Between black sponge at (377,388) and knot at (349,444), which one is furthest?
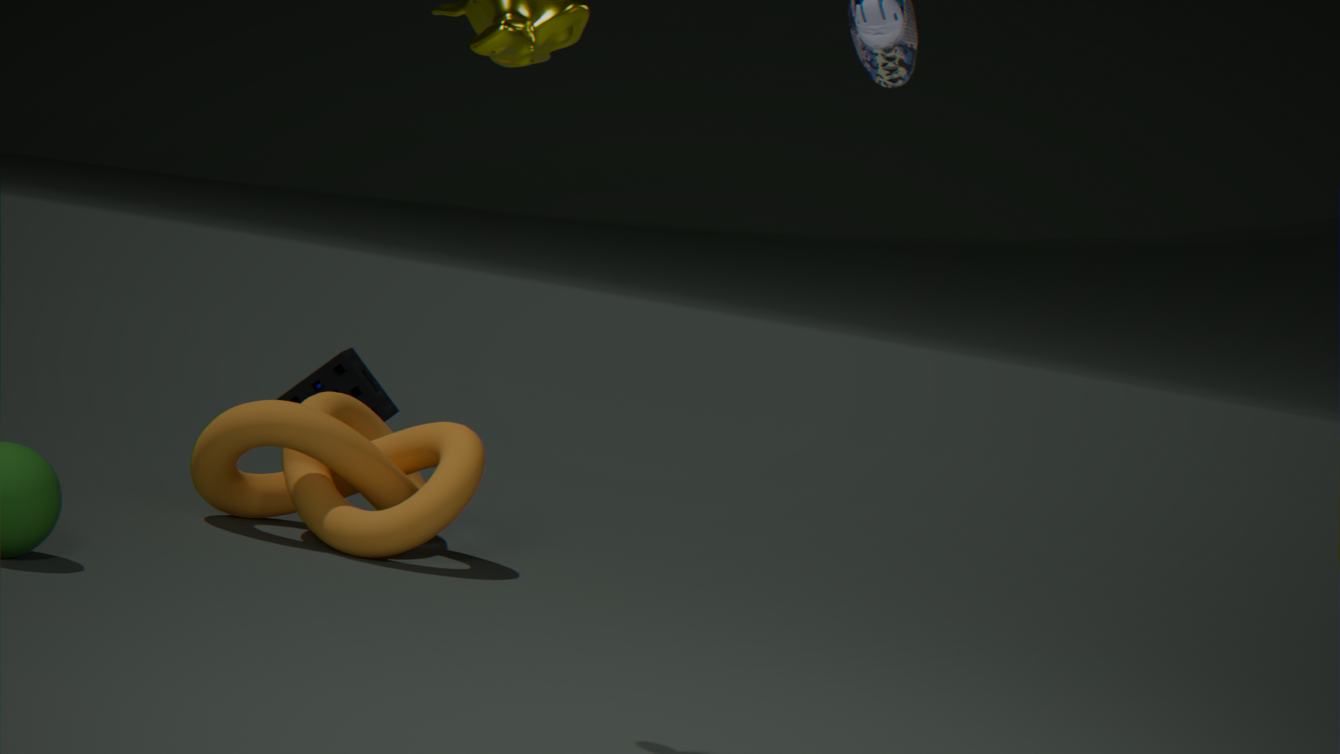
black sponge at (377,388)
